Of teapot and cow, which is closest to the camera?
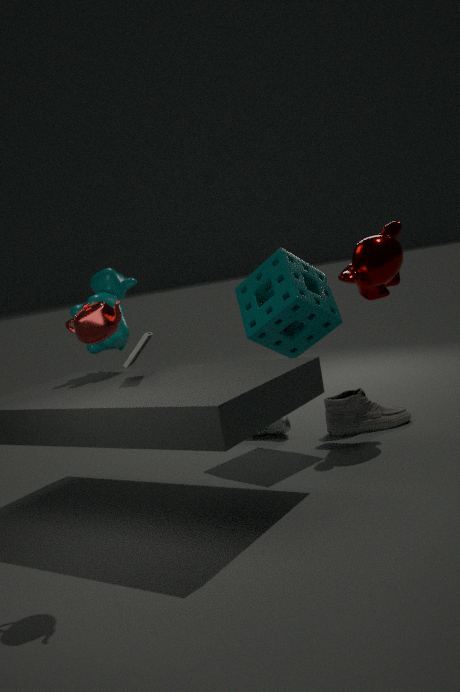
teapot
